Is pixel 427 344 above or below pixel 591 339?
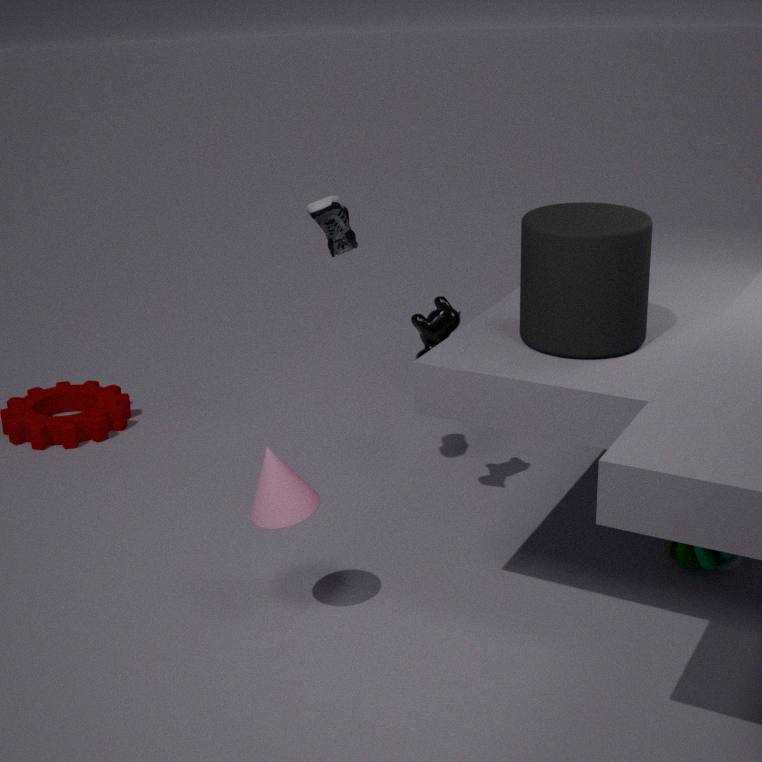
below
